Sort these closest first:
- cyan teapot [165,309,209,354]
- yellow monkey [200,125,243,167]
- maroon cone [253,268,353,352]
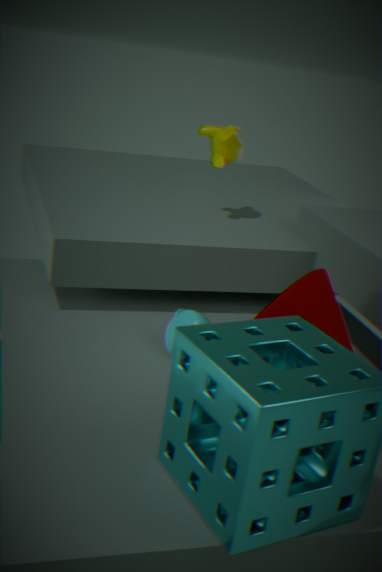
maroon cone [253,268,353,352], cyan teapot [165,309,209,354], yellow monkey [200,125,243,167]
